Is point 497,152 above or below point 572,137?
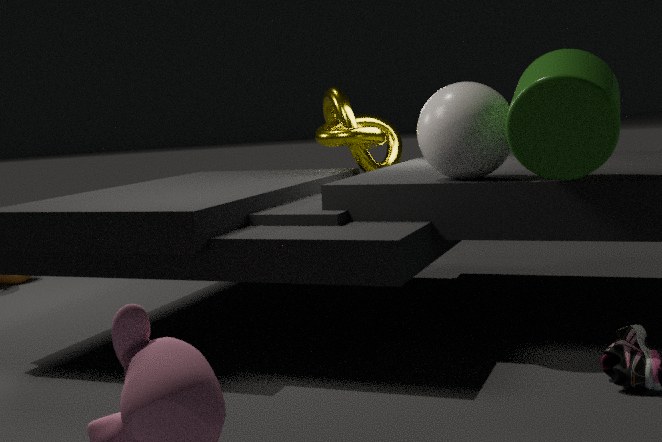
below
